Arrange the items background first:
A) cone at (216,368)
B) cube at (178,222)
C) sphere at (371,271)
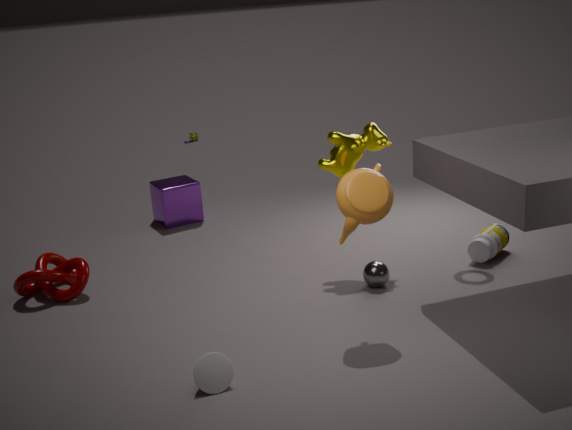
1. cube at (178,222)
2. sphere at (371,271)
3. cone at (216,368)
